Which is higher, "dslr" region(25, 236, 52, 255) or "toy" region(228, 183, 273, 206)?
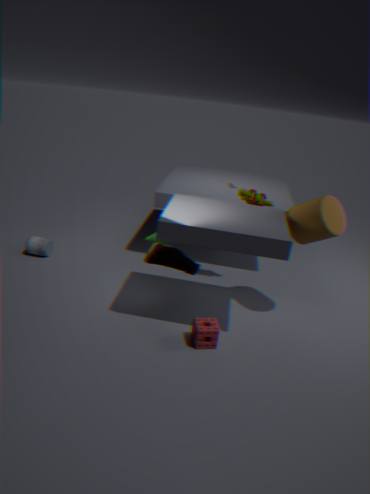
"toy" region(228, 183, 273, 206)
